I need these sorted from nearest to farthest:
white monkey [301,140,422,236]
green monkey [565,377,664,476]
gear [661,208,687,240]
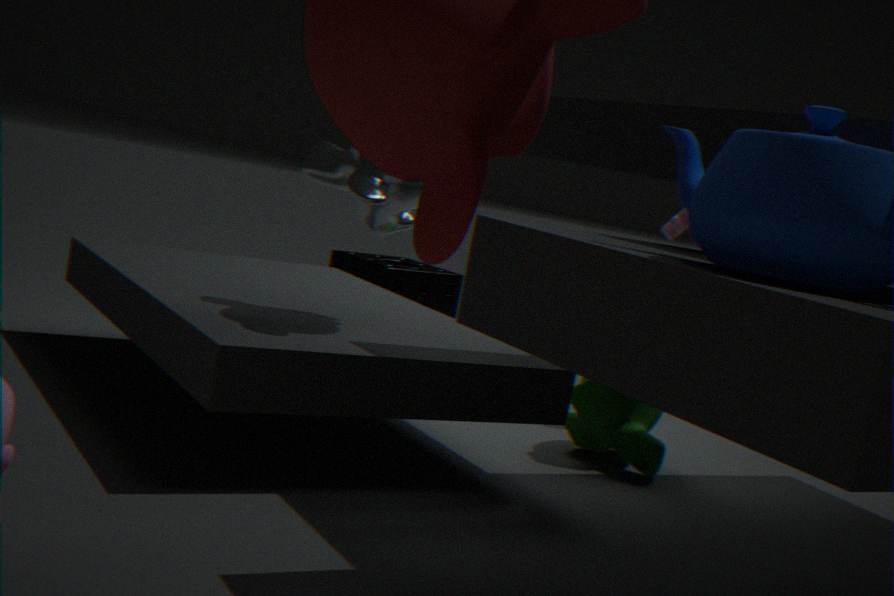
white monkey [301,140,422,236]
green monkey [565,377,664,476]
gear [661,208,687,240]
